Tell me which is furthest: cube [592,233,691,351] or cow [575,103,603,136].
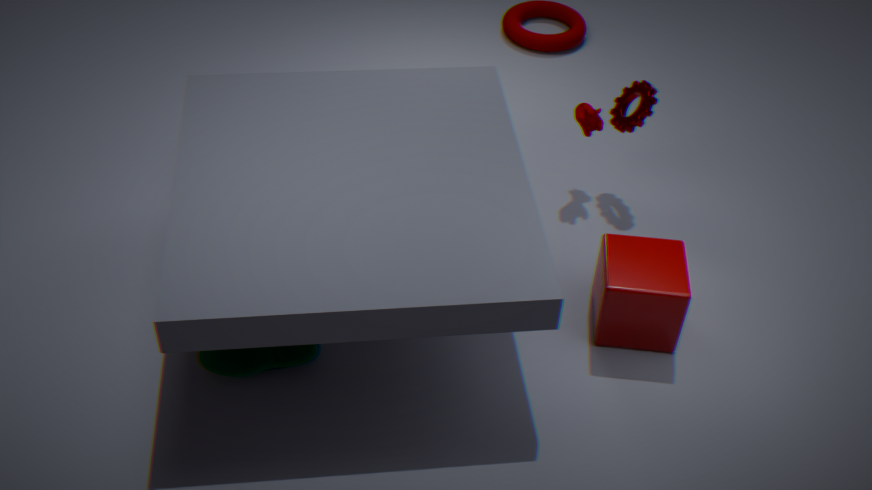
cow [575,103,603,136]
